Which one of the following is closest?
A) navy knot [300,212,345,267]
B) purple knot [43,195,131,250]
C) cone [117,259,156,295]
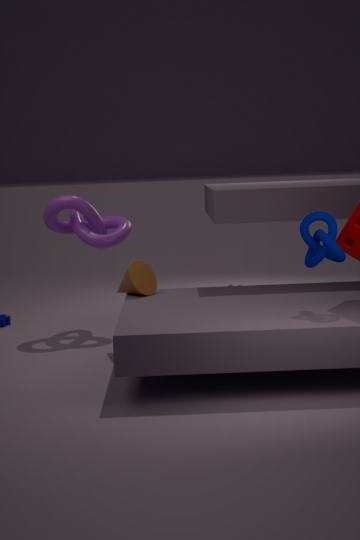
navy knot [300,212,345,267]
